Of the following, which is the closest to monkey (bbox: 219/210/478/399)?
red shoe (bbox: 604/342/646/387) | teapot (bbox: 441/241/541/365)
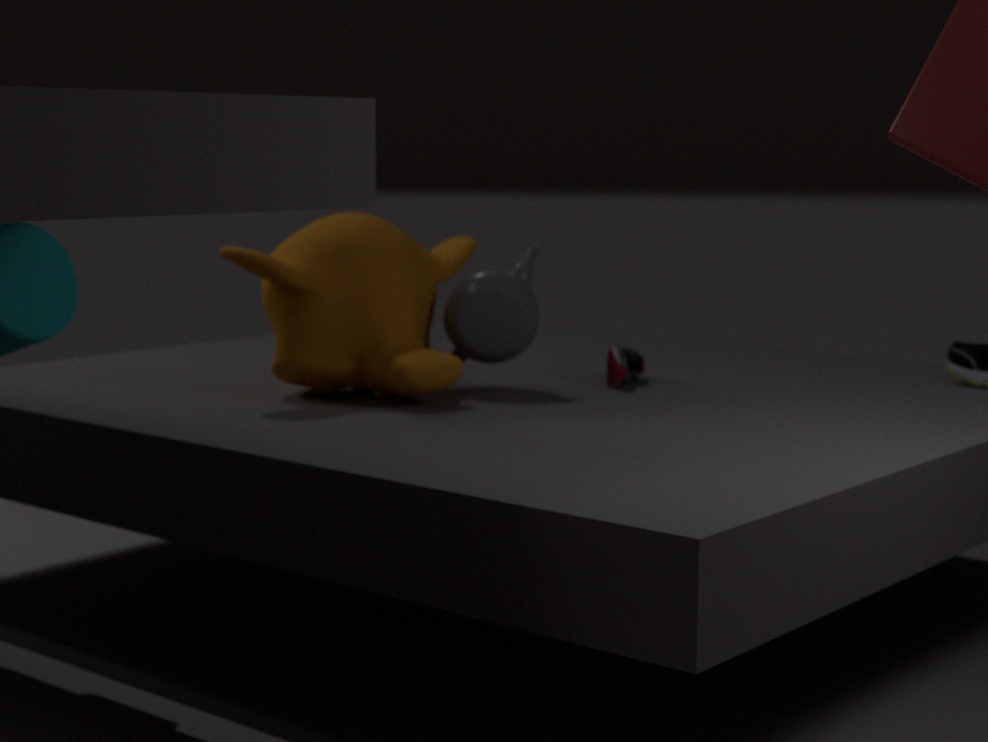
teapot (bbox: 441/241/541/365)
